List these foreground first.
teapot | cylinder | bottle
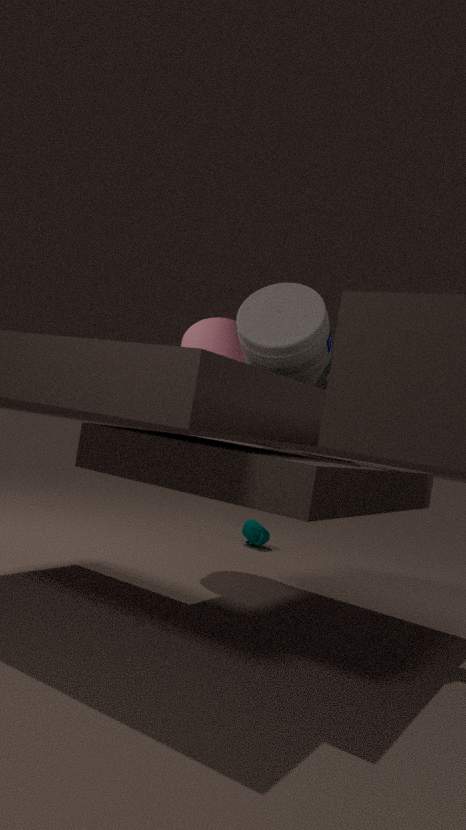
bottle → cylinder → teapot
